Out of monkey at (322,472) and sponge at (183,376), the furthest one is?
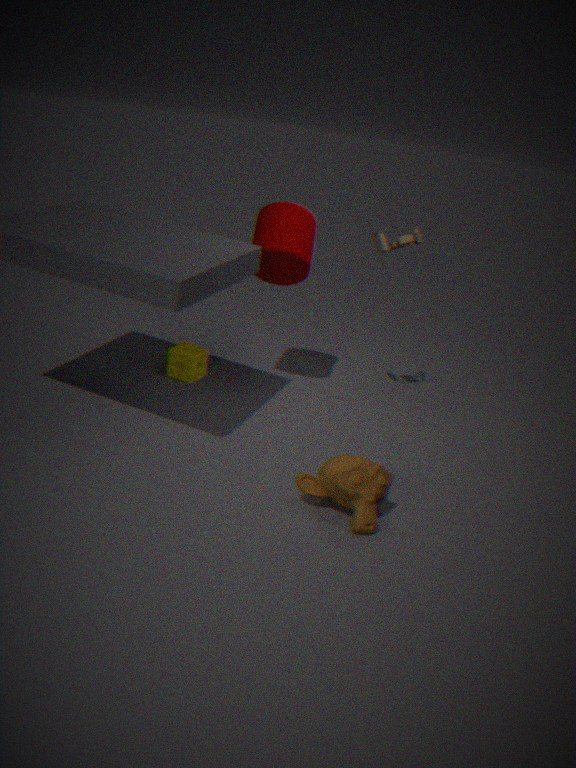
sponge at (183,376)
